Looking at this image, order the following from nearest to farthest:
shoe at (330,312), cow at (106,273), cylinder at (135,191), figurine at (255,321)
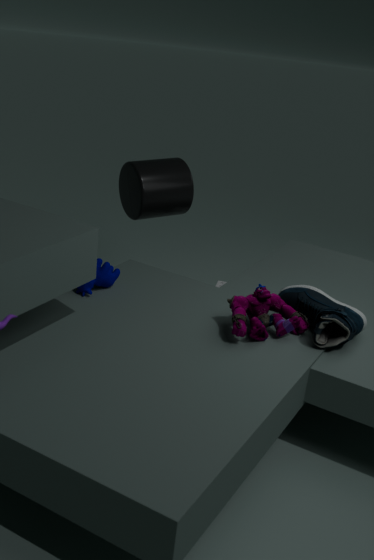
figurine at (255,321) < shoe at (330,312) < cow at (106,273) < cylinder at (135,191)
